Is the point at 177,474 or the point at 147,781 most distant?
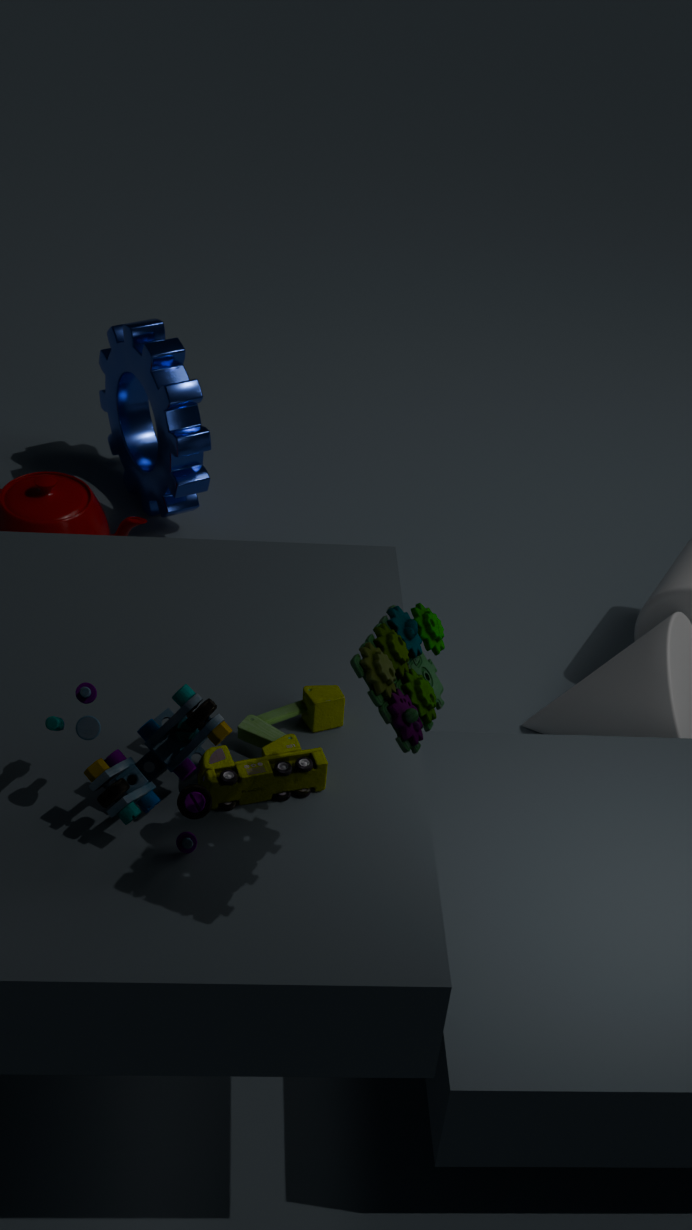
the point at 177,474
